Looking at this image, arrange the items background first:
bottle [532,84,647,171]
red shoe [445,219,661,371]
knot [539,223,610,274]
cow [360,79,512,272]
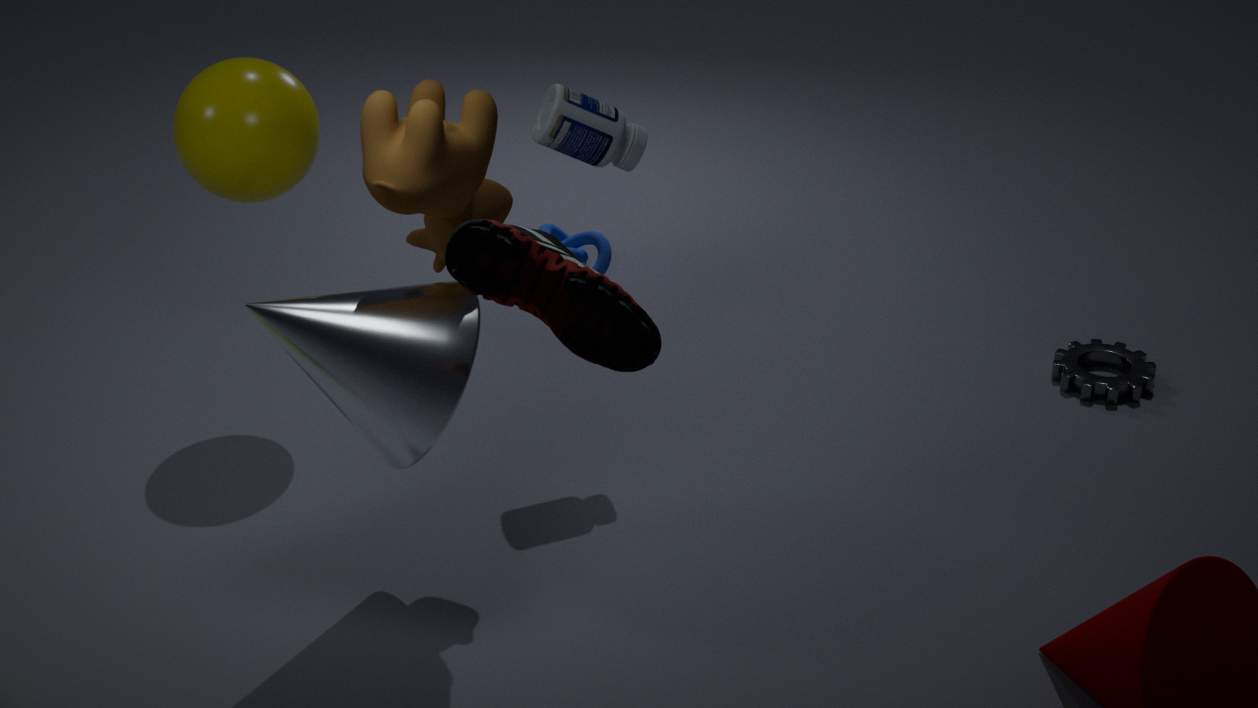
knot [539,223,610,274]
bottle [532,84,647,171]
cow [360,79,512,272]
red shoe [445,219,661,371]
